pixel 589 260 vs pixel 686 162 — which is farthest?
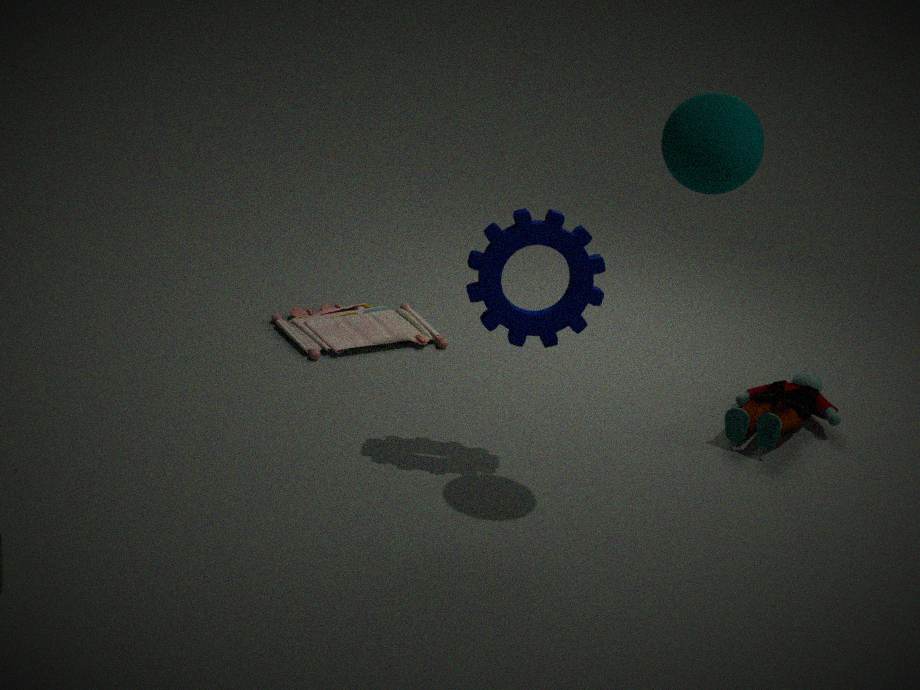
pixel 589 260
